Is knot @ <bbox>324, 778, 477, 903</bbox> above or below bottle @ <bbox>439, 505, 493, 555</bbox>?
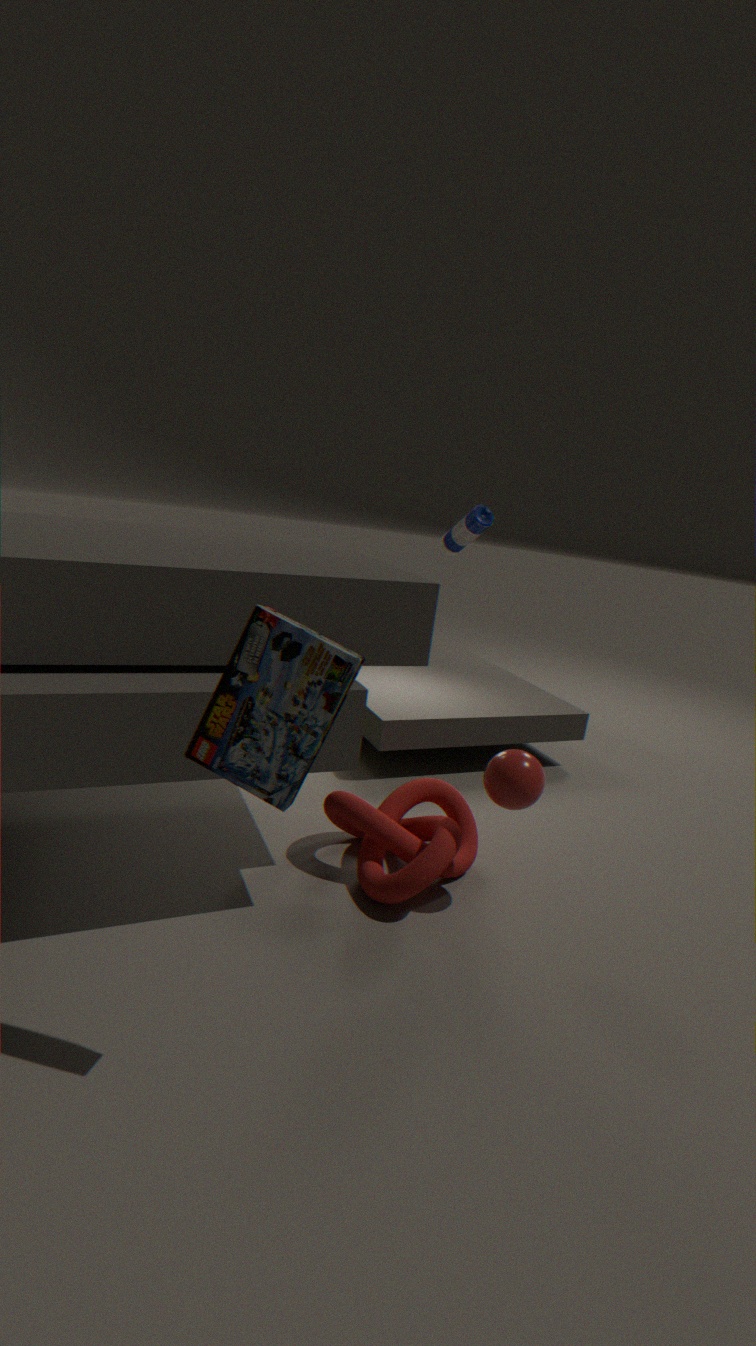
below
